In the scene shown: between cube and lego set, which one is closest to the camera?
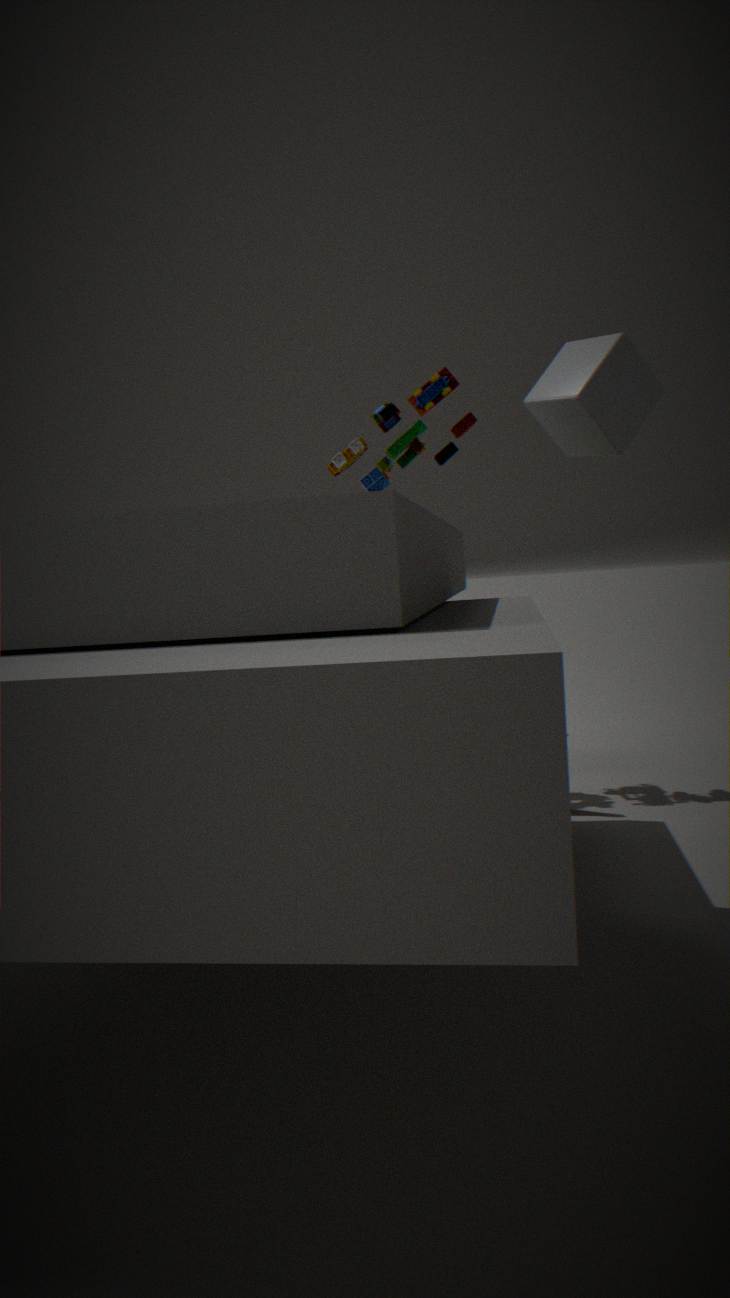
cube
